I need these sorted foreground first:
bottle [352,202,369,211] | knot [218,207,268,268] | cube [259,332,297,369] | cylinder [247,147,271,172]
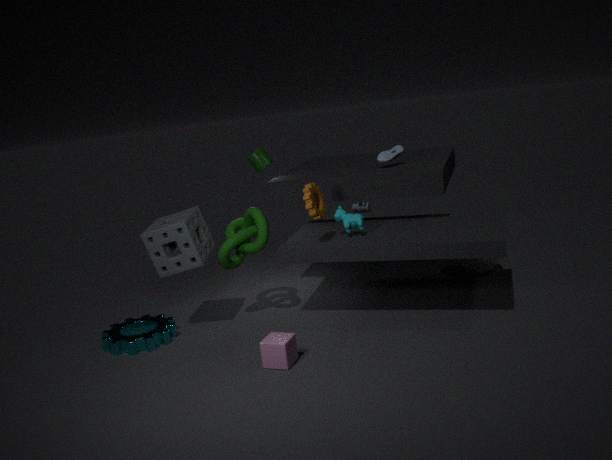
cube [259,332,297,369]
knot [218,207,268,268]
cylinder [247,147,271,172]
bottle [352,202,369,211]
